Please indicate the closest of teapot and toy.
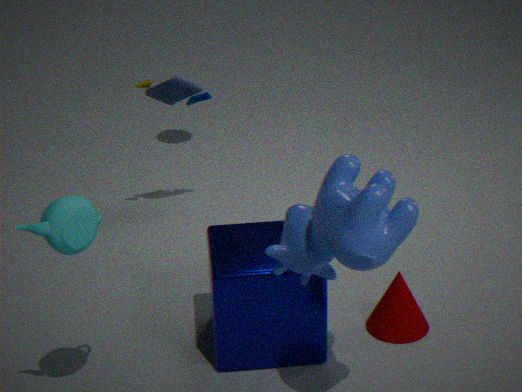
teapot
